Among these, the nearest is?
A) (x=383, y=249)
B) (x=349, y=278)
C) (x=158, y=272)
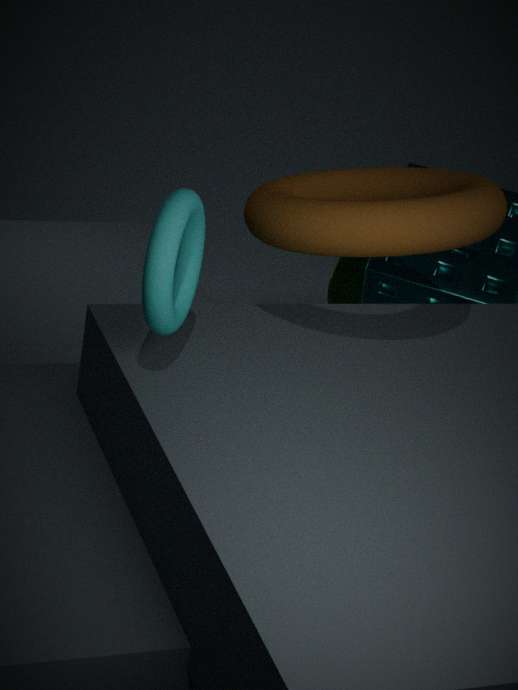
(x=158, y=272)
